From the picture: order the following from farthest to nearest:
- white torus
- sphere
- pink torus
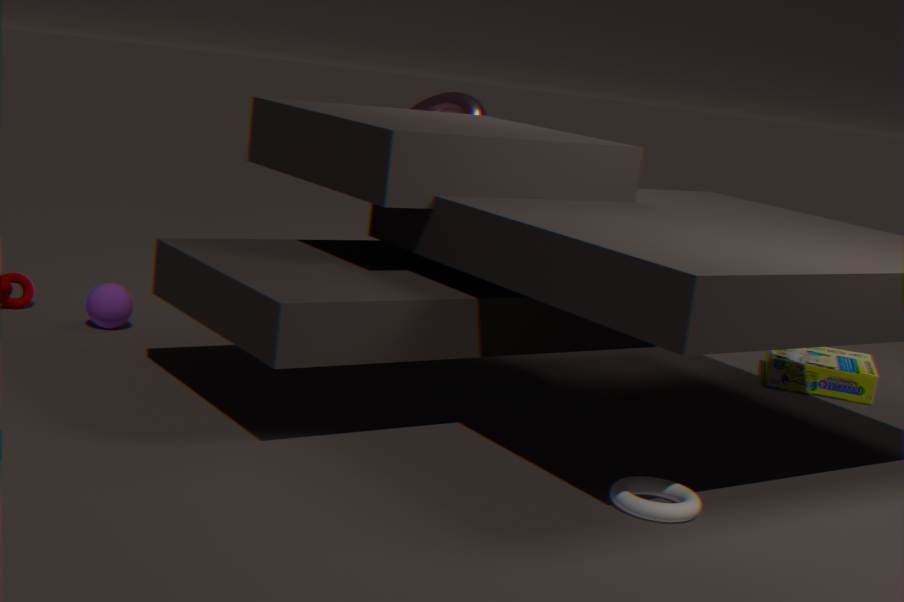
1. pink torus
2. sphere
3. white torus
